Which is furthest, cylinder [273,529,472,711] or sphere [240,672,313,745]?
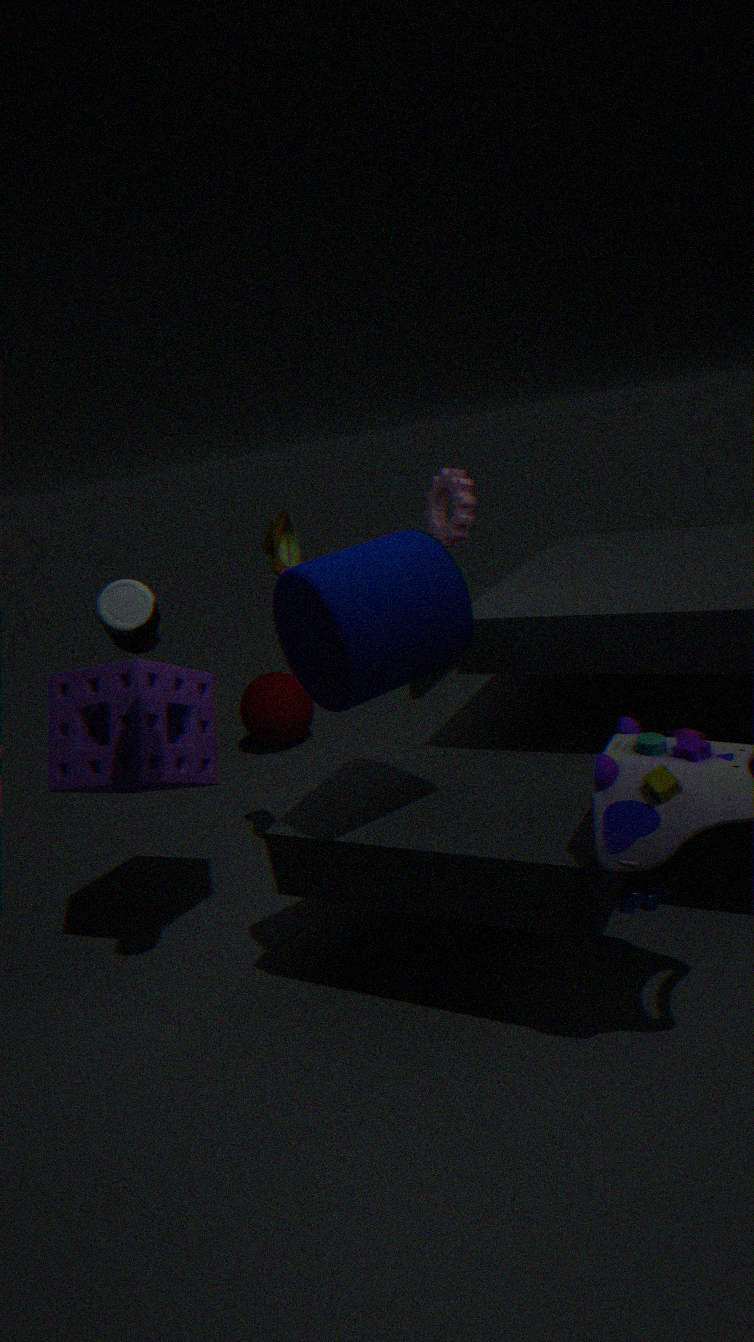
sphere [240,672,313,745]
